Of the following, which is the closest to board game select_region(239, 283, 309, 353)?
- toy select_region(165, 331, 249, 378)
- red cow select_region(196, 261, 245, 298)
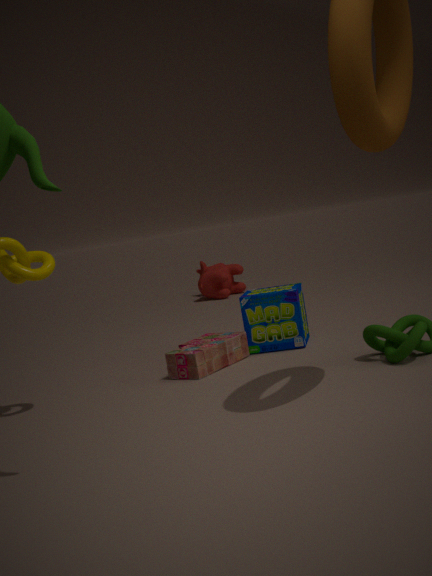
toy select_region(165, 331, 249, 378)
